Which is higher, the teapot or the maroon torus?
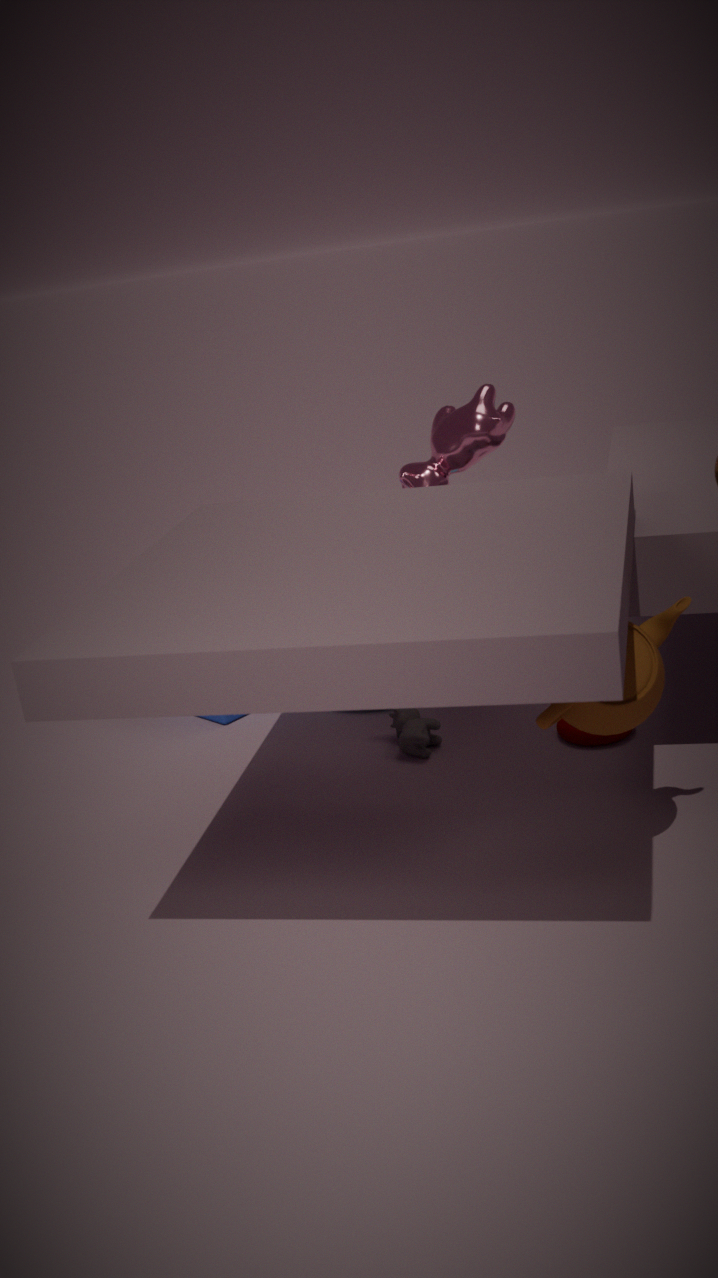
the teapot
